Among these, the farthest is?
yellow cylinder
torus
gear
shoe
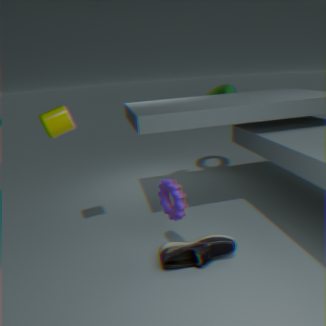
torus
